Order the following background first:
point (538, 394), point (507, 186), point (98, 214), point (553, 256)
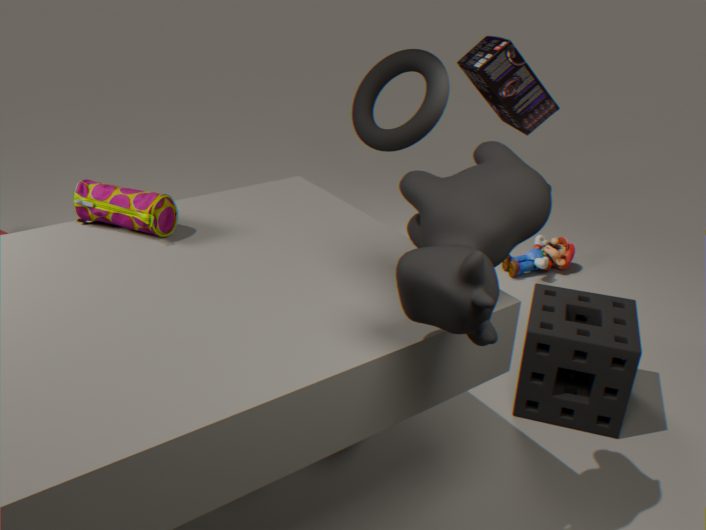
point (553, 256) → point (538, 394) → point (98, 214) → point (507, 186)
